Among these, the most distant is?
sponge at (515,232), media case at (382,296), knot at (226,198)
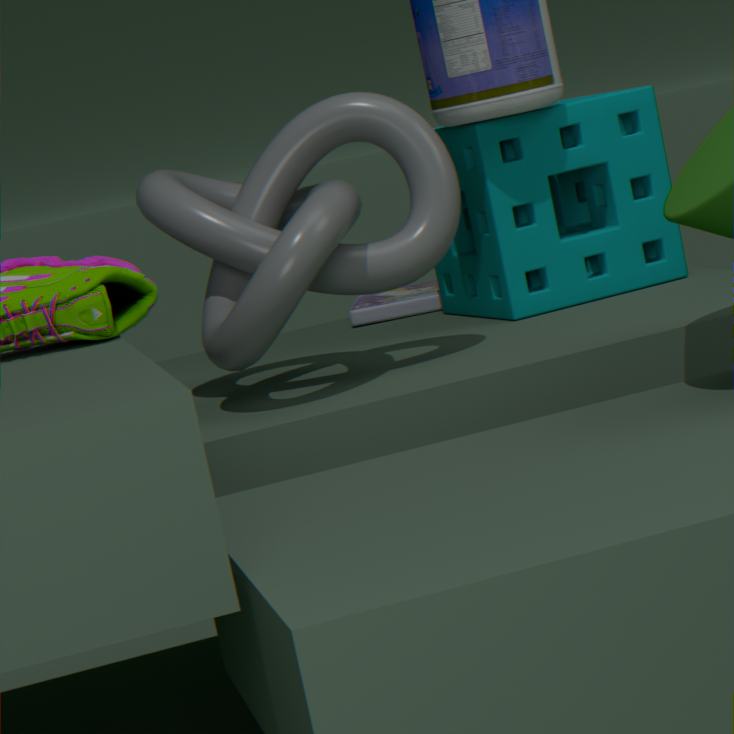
media case at (382,296)
